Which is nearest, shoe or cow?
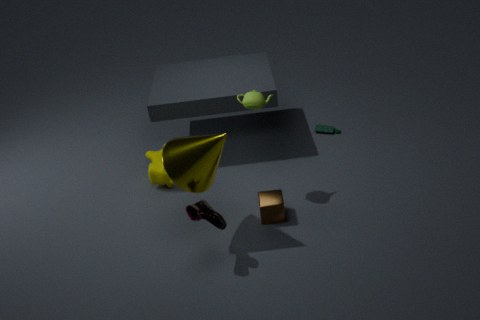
shoe
